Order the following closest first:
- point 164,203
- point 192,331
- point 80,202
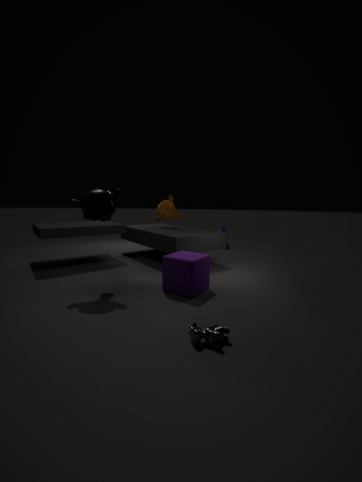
point 192,331, point 80,202, point 164,203
